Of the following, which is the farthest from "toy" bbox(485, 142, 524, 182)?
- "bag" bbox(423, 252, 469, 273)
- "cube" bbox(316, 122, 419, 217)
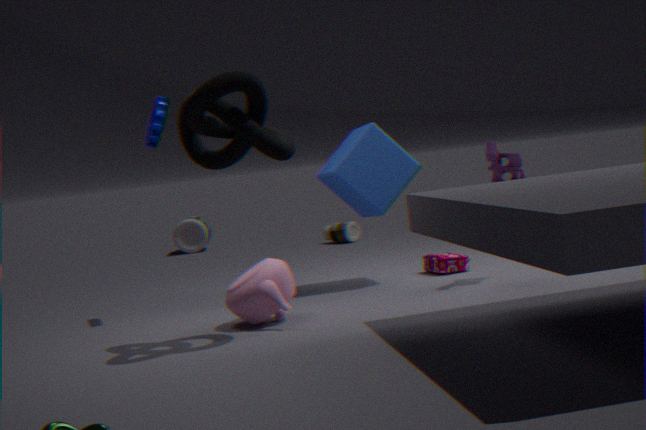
"bag" bbox(423, 252, 469, 273)
